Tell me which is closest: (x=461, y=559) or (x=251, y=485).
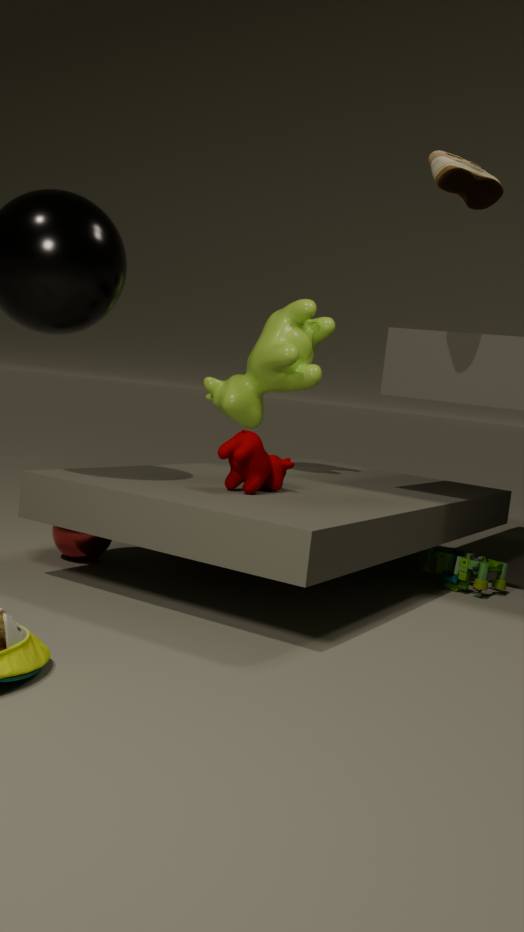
(x=251, y=485)
